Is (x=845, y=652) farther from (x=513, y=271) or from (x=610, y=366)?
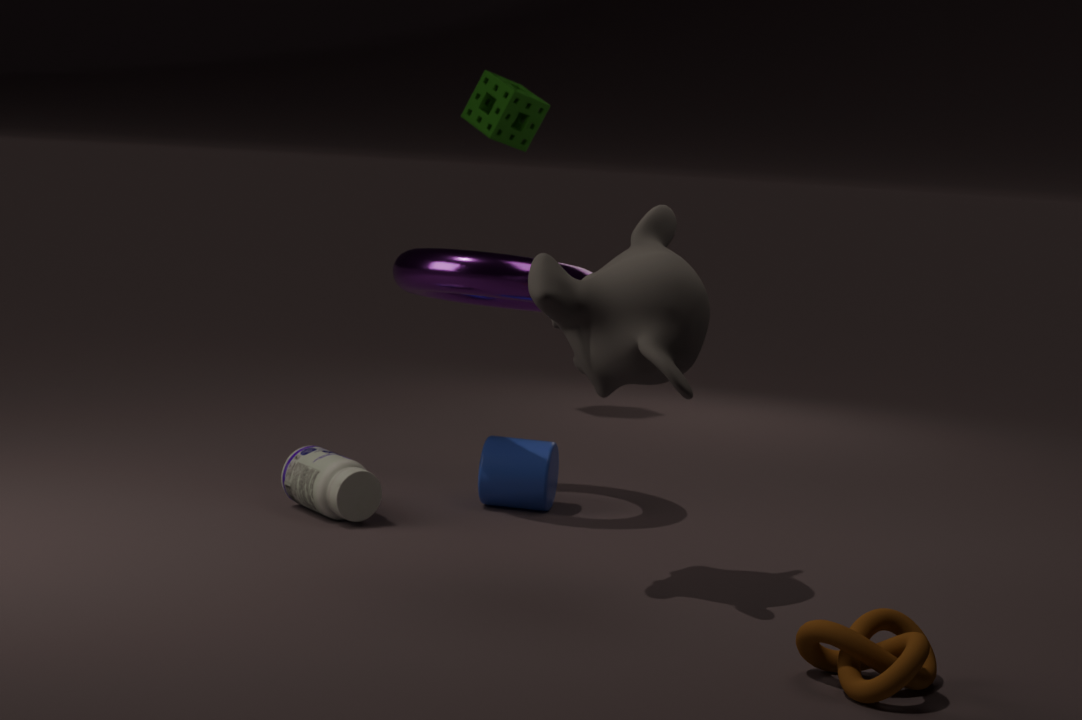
(x=513, y=271)
